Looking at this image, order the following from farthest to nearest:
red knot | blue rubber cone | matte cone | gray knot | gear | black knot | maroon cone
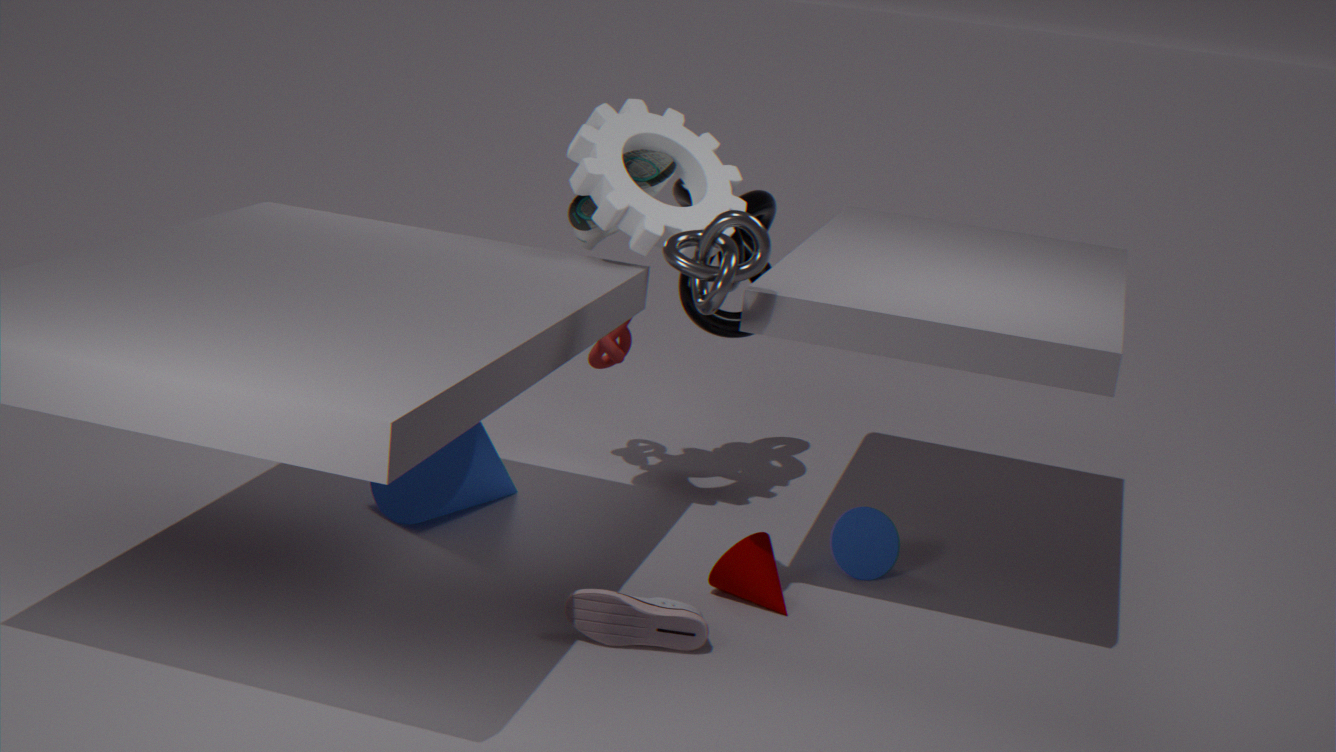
red knot, black knot, blue rubber cone, matte cone, gear, maroon cone, gray knot
